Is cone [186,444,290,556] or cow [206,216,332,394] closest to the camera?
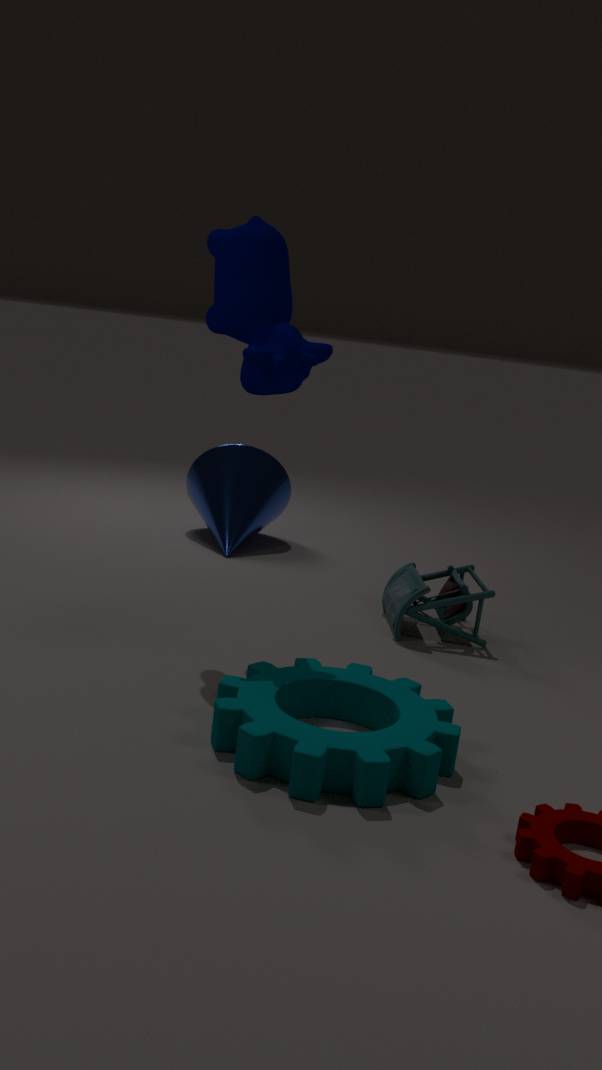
cow [206,216,332,394]
